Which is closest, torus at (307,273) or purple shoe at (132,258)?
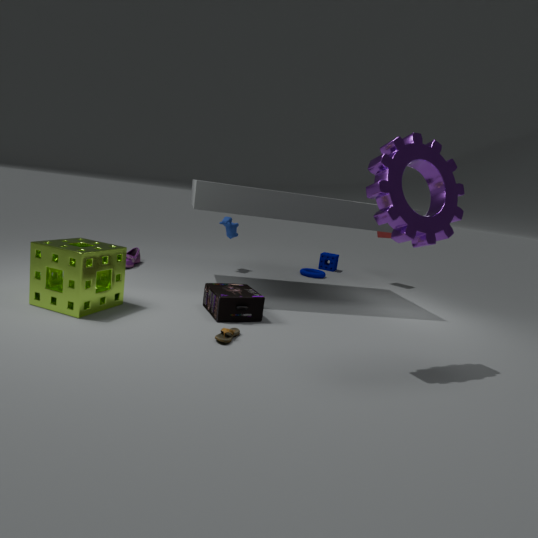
purple shoe at (132,258)
